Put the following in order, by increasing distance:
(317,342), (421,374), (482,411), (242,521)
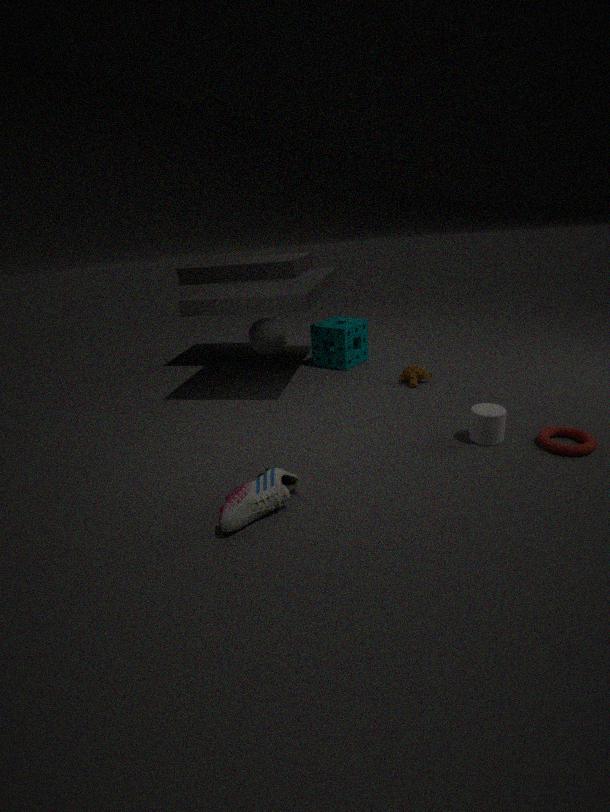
1. (242,521)
2. (482,411)
3. (421,374)
4. (317,342)
